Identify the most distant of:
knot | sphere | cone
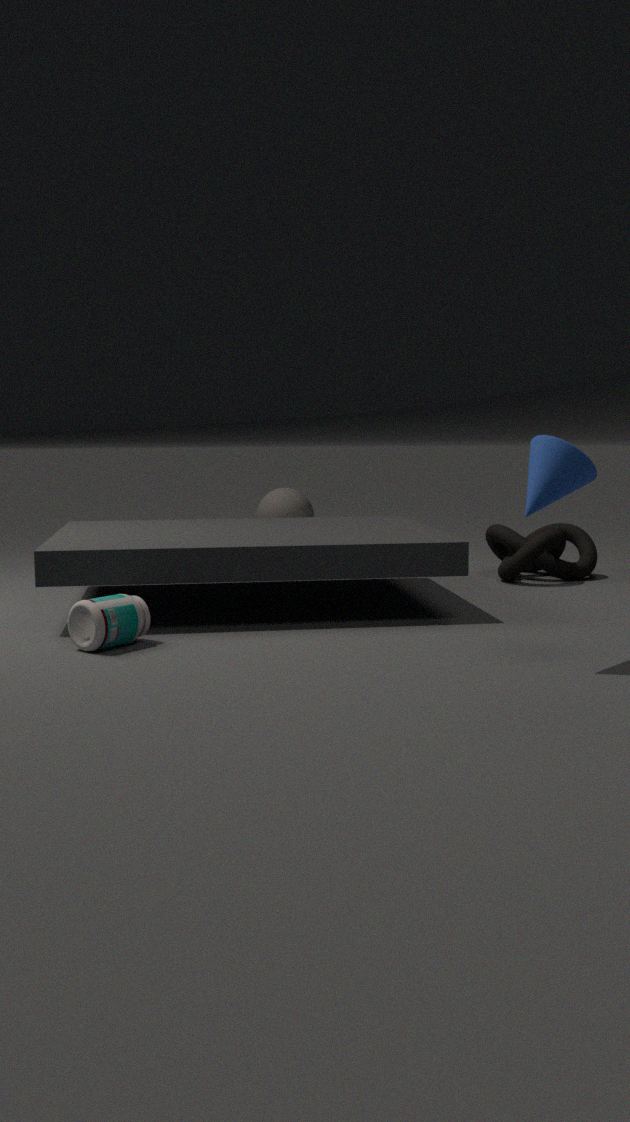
sphere
